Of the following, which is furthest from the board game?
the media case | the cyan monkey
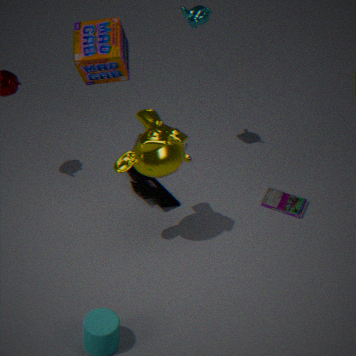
the media case
